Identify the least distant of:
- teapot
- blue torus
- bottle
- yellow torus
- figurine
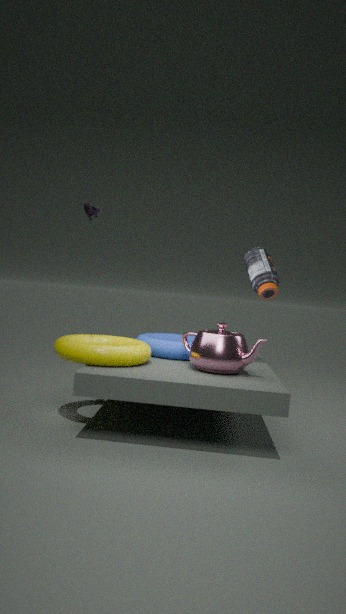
yellow torus
